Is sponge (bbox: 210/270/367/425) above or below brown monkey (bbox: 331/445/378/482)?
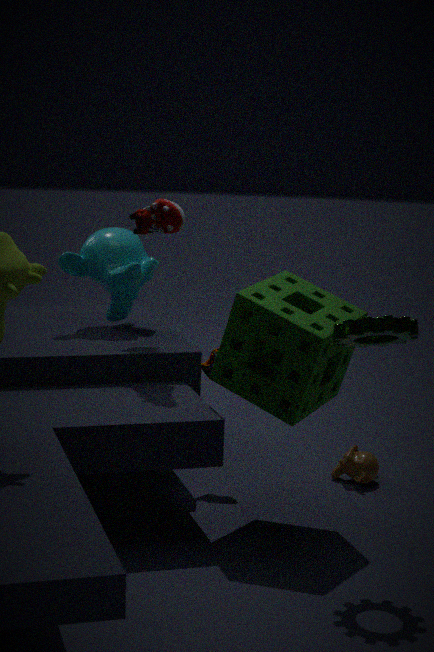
above
